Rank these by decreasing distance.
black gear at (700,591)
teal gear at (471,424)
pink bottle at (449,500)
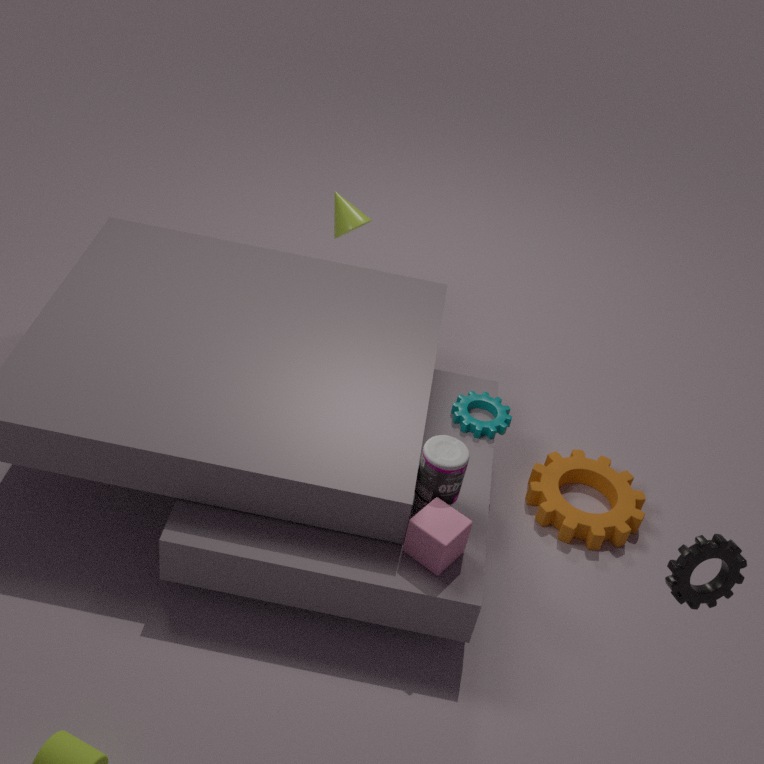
teal gear at (471,424)
pink bottle at (449,500)
black gear at (700,591)
